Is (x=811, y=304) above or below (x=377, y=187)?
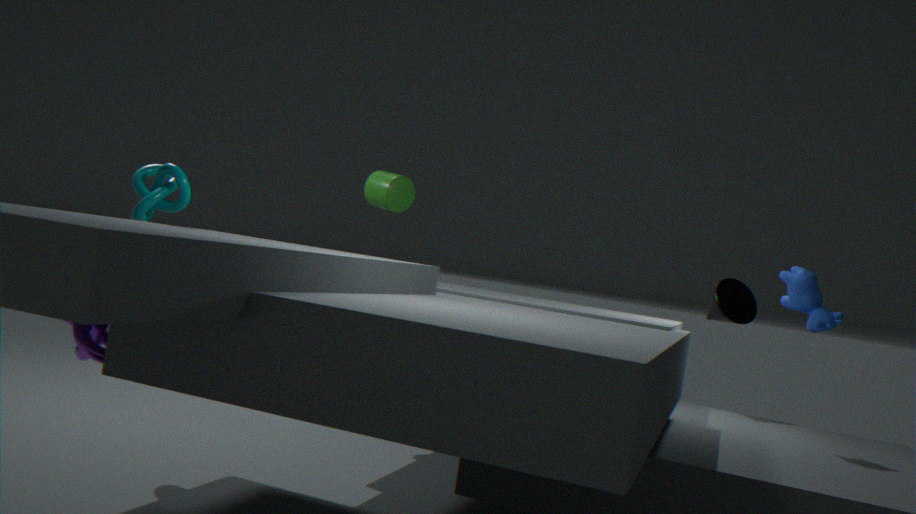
below
